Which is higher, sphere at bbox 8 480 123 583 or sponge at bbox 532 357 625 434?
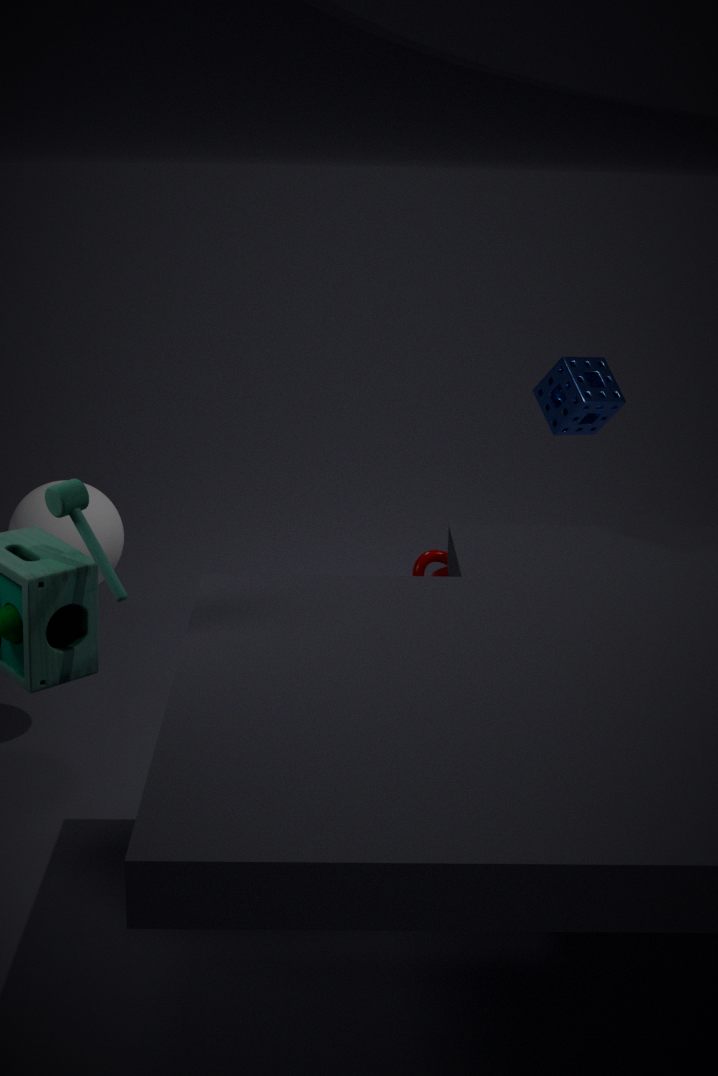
sponge at bbox 532 357 625 434
